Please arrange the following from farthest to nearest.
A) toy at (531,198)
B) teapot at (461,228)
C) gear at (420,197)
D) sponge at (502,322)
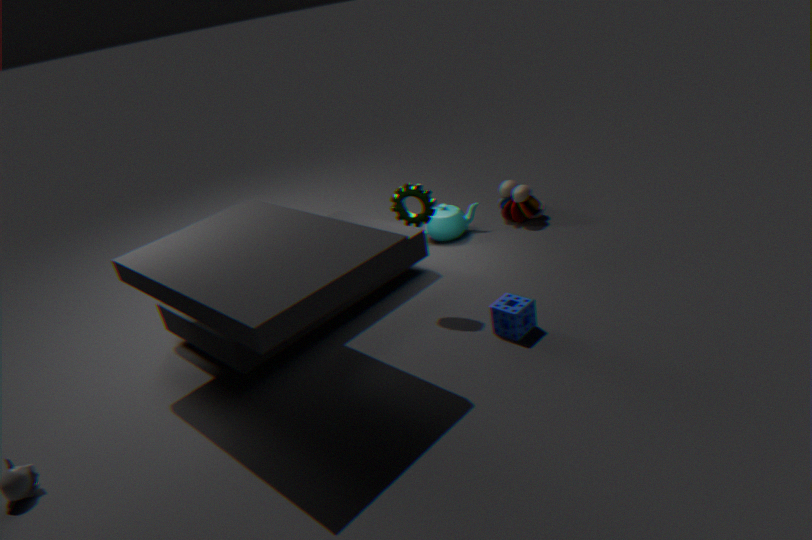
toy at (531,198)
teapot at (461,228)
gear at (420,197)
sponge at (502,322)
